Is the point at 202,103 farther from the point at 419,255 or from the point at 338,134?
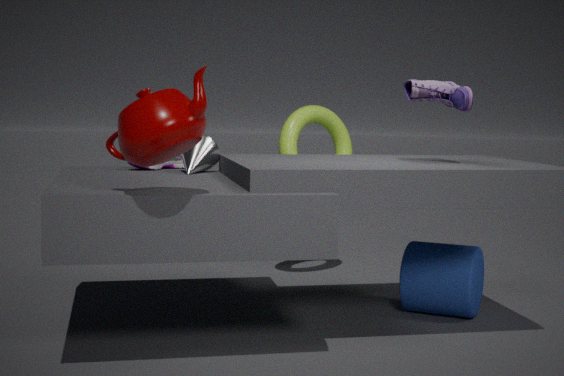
the point at 338,134
